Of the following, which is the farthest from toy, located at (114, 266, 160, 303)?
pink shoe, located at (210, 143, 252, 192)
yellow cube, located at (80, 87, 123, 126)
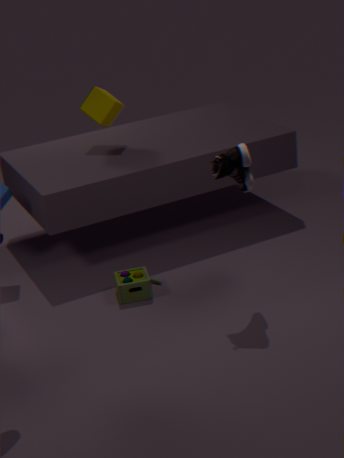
yellow cube, located at (80, 87, 123, 126)
